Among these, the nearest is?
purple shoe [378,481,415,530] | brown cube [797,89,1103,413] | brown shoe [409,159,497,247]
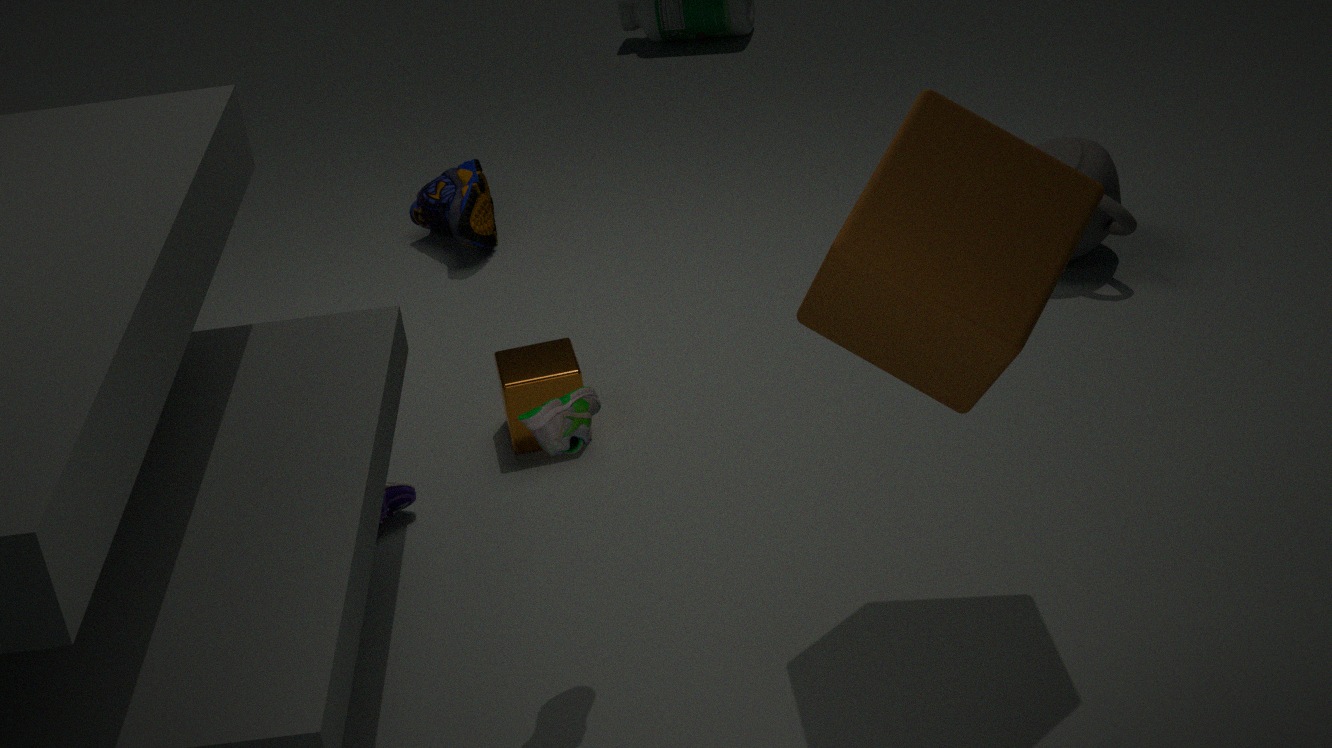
brown cube [797,89,1103,413]
